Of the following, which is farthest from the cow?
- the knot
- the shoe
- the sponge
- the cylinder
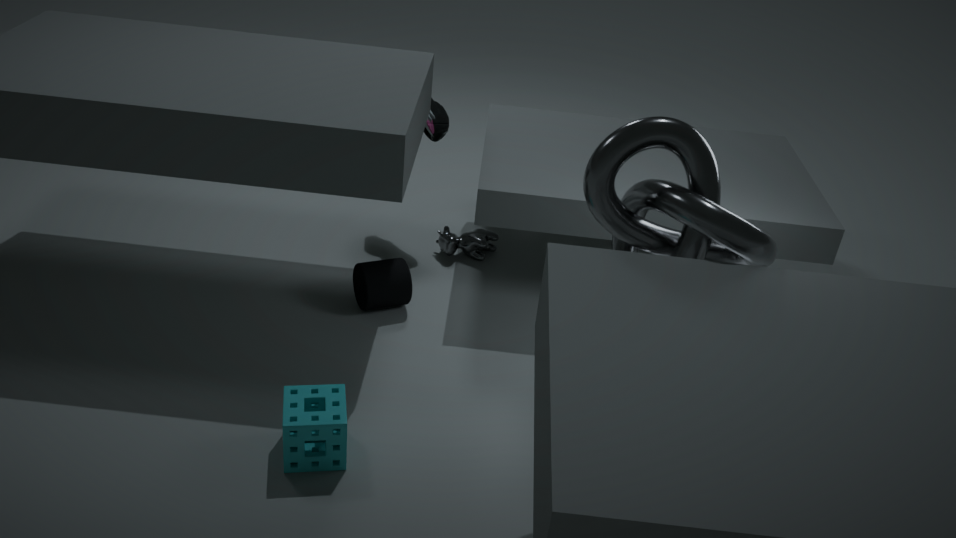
the sponge
